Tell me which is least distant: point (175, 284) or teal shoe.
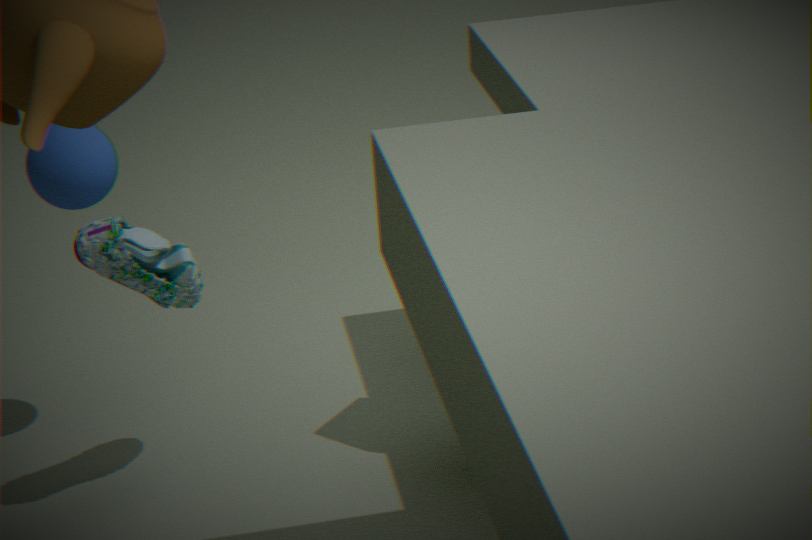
teal shoe
